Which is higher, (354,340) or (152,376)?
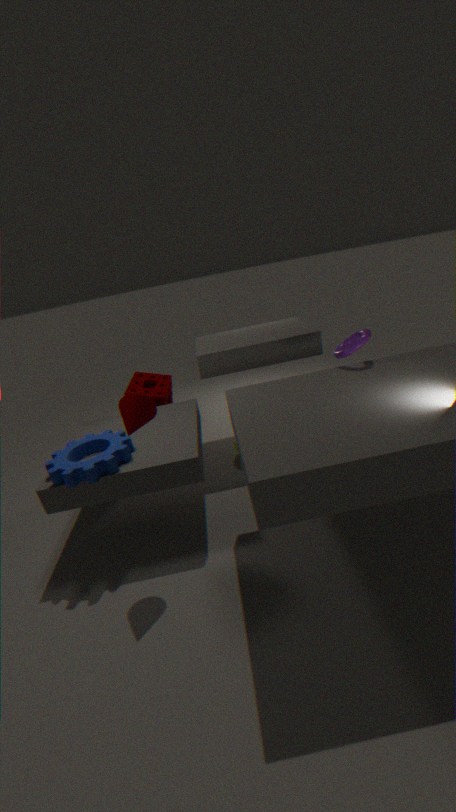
(354,340)
